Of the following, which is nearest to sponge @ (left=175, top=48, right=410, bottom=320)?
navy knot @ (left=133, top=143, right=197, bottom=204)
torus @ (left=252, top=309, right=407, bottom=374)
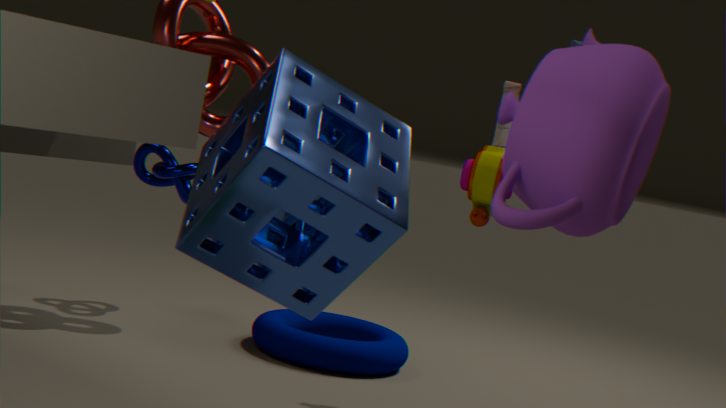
torus @ (left=252, top=309, right=407, bottom=374)
